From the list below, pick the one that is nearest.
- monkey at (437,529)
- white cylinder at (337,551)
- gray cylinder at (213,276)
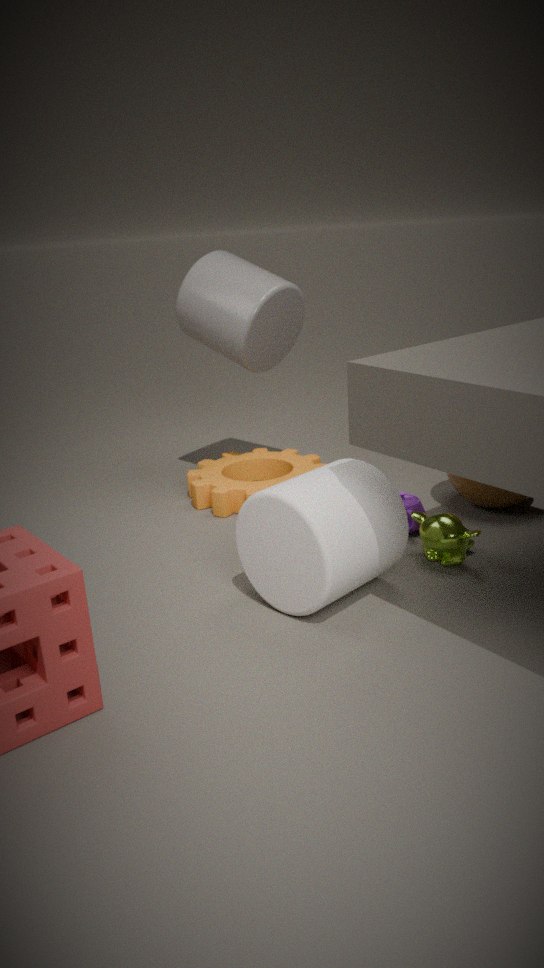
white cylinder at (337,551)
